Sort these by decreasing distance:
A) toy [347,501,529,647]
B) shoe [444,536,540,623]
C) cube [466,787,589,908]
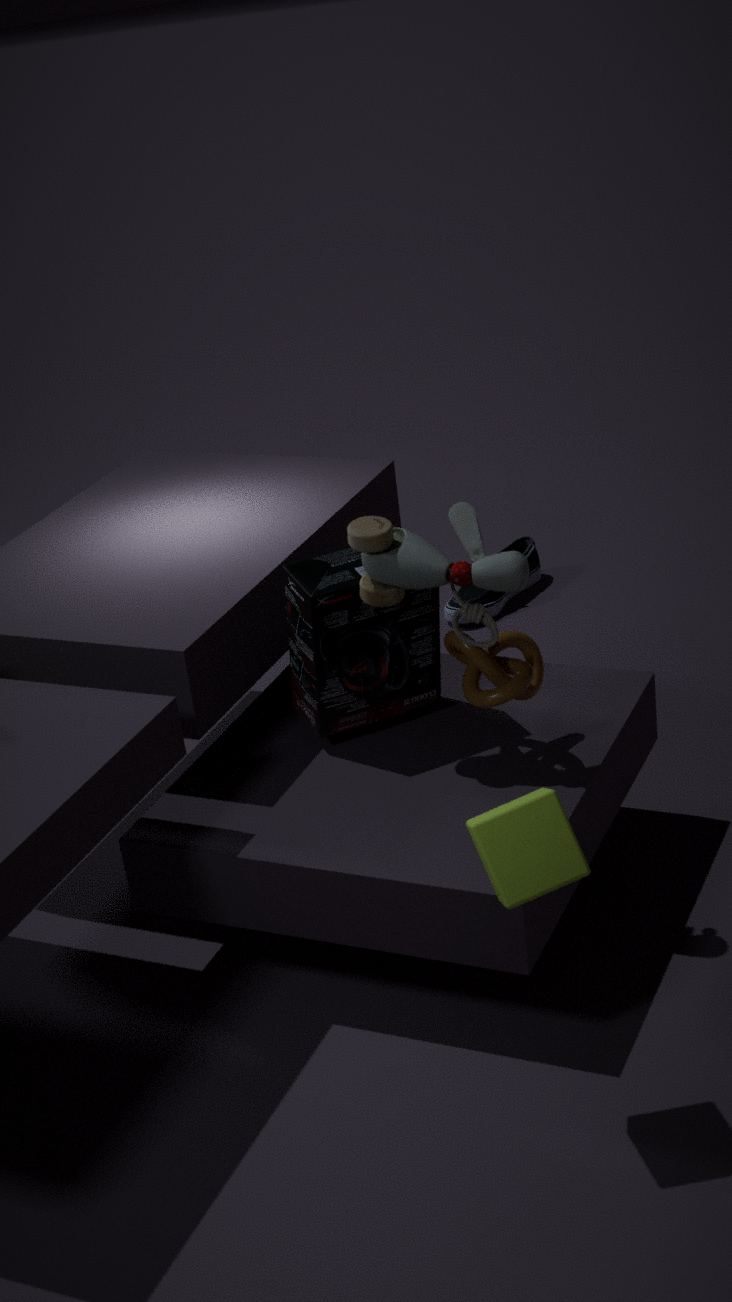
shoe [444,536,540,623] → toy [347,501,529,647] → cube [466,787,589,908]
